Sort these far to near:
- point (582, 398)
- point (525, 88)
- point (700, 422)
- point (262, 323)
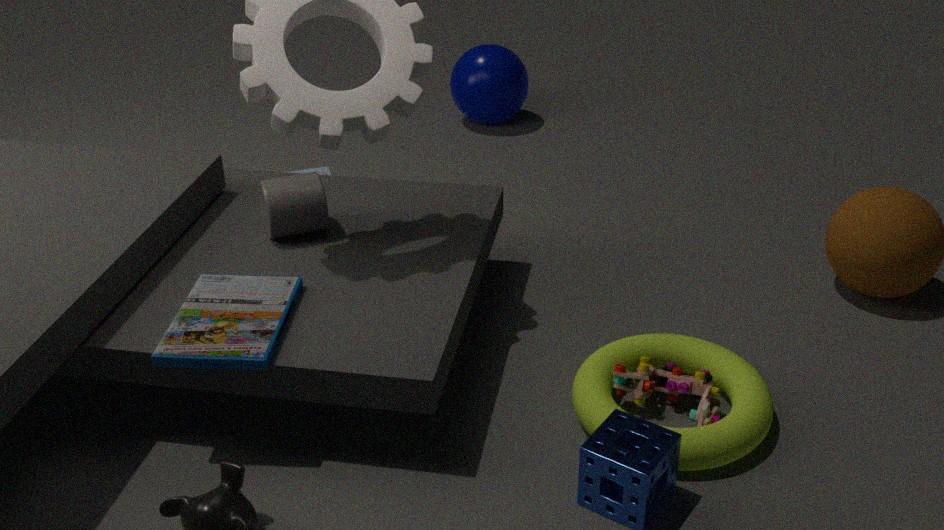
point (525, 88), point (582, 398), point (700, 422), point (262, 323)
